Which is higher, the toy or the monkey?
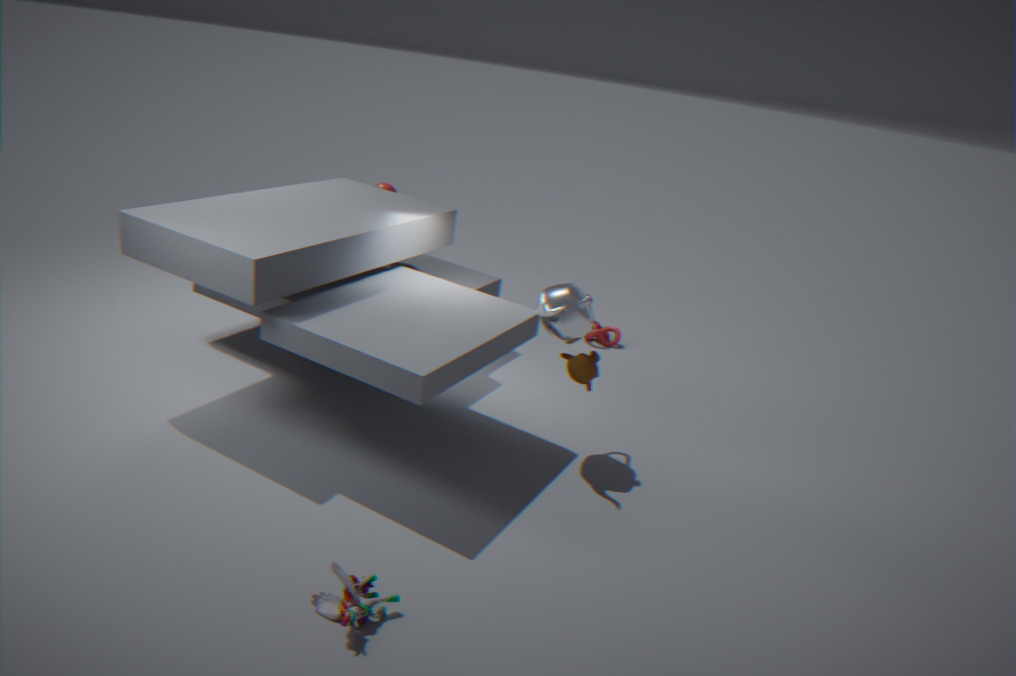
the monkey
